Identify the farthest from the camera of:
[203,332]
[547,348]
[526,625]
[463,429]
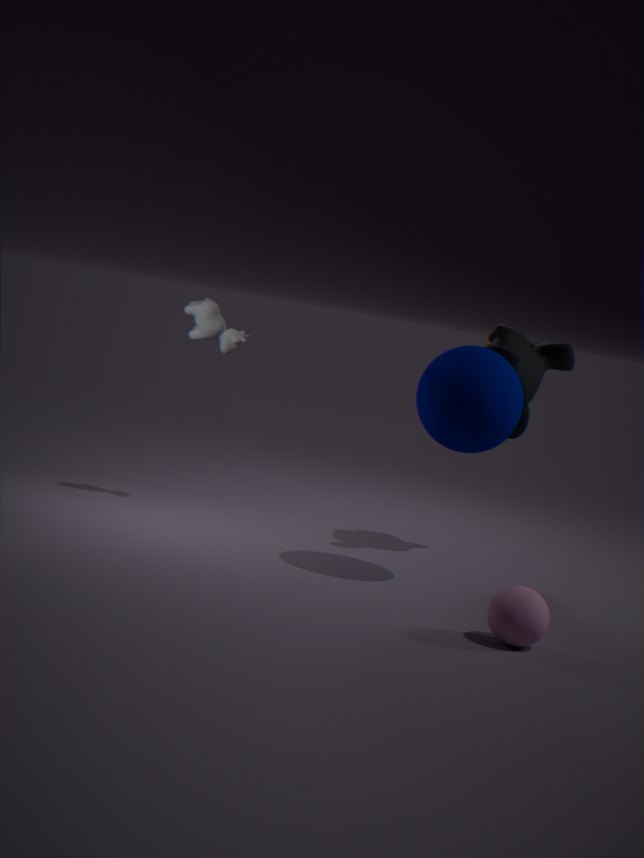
[203,332]
